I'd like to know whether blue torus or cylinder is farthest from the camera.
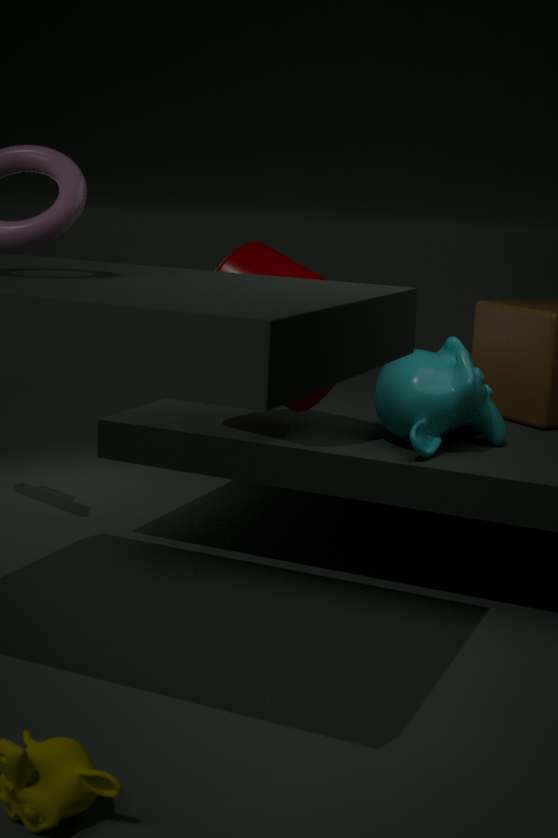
blue torus
